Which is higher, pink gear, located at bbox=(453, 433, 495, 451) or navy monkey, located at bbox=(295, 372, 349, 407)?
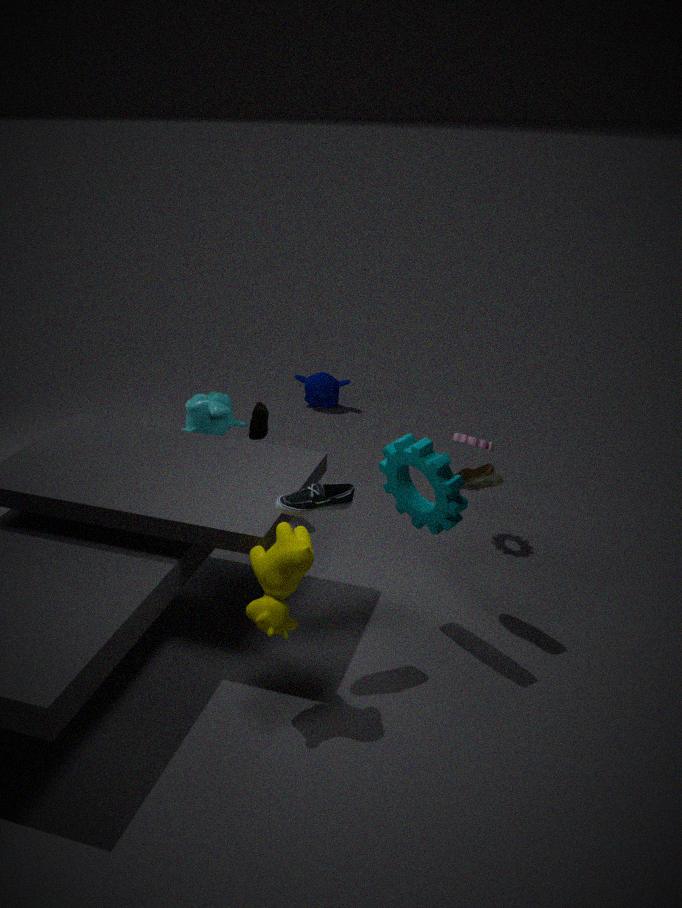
pink gear, located at bbox=(453, 433, 495, 451)
